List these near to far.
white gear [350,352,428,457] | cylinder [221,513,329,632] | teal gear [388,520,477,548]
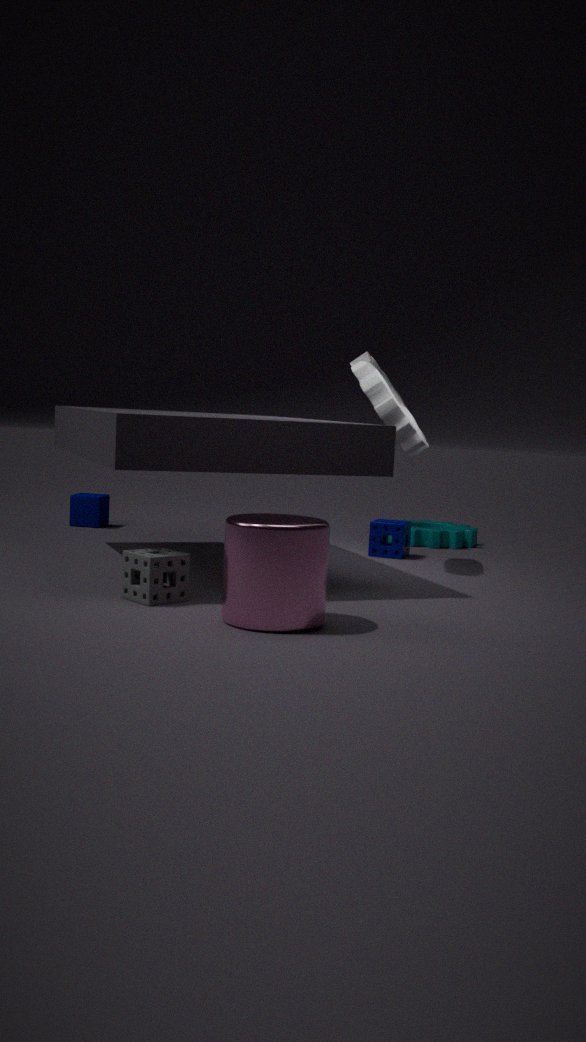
cylinder [221,513,329,632], white gear [350,352,428,457], teal gear [388,520,477,548]
